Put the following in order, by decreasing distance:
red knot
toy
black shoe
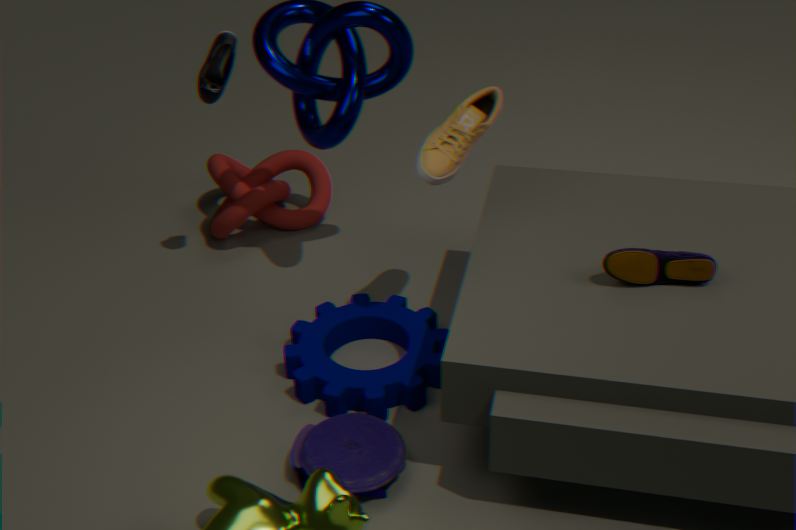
red knot, black shoe, toy
